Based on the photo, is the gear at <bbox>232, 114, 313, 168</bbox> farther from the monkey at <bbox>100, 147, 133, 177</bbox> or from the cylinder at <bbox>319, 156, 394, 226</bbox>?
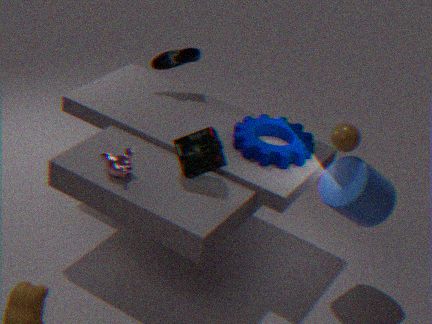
the monkey at <bbox>100, 147, 133, 177</bbox>
